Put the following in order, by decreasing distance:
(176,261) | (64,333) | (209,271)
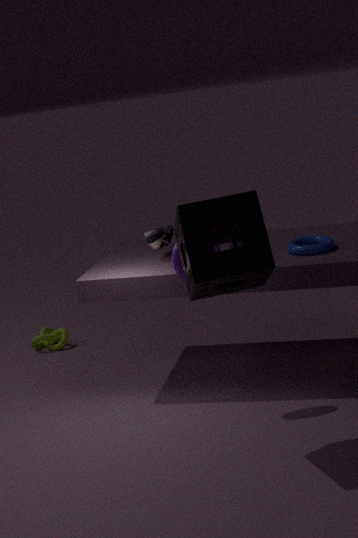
1. (64,333)
2. (176,261)
3. (209,271)
